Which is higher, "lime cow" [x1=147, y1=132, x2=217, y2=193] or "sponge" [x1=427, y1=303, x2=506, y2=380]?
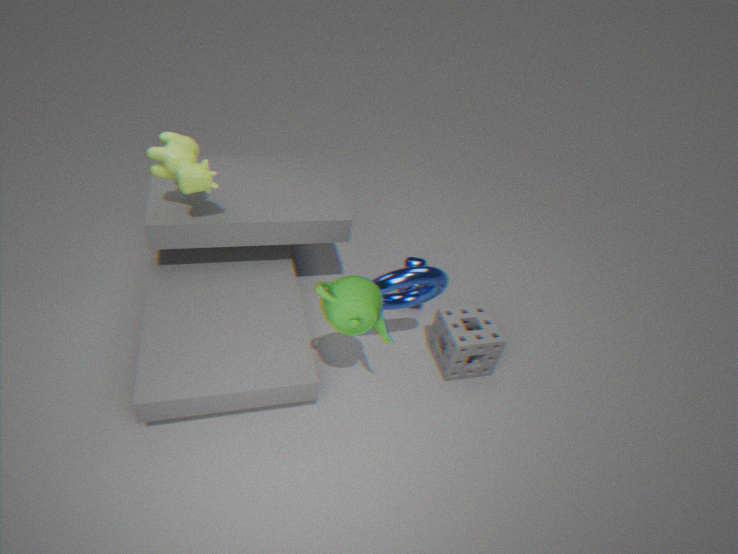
"lime cow" [x1=147, y1=132, x2=217, y2=193]
